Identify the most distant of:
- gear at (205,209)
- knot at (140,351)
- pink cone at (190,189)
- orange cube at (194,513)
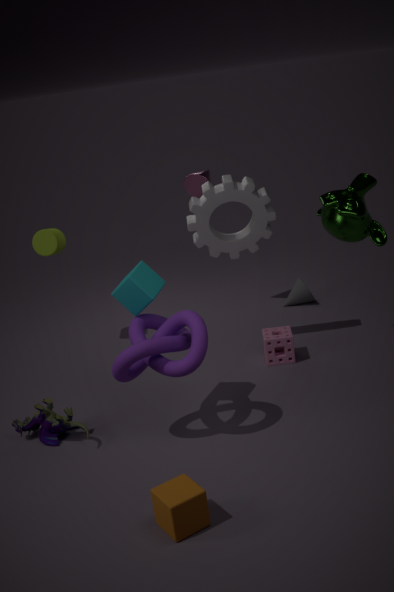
pink cone at (190,189)
